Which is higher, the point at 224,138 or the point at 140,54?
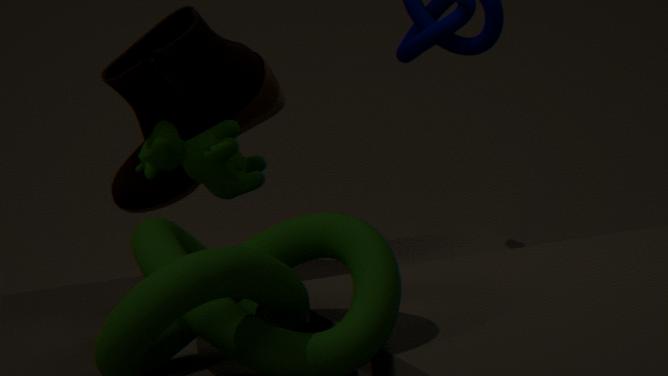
the point at 140,54
